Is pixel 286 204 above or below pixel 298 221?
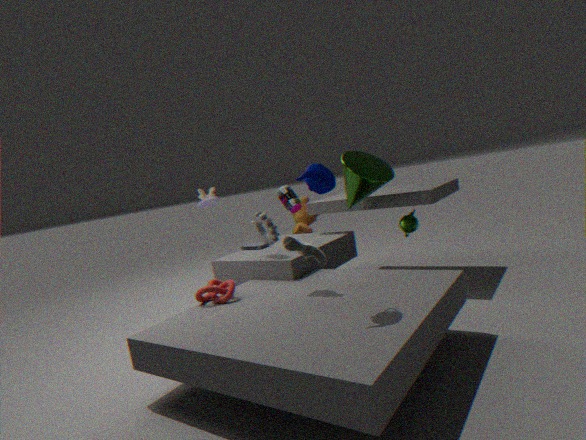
above
